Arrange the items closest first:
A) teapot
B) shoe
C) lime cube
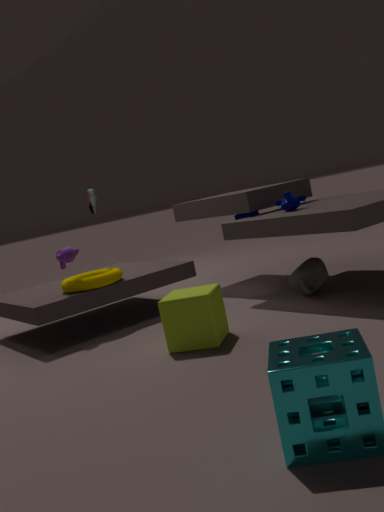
lime cube, teapot, shoe
